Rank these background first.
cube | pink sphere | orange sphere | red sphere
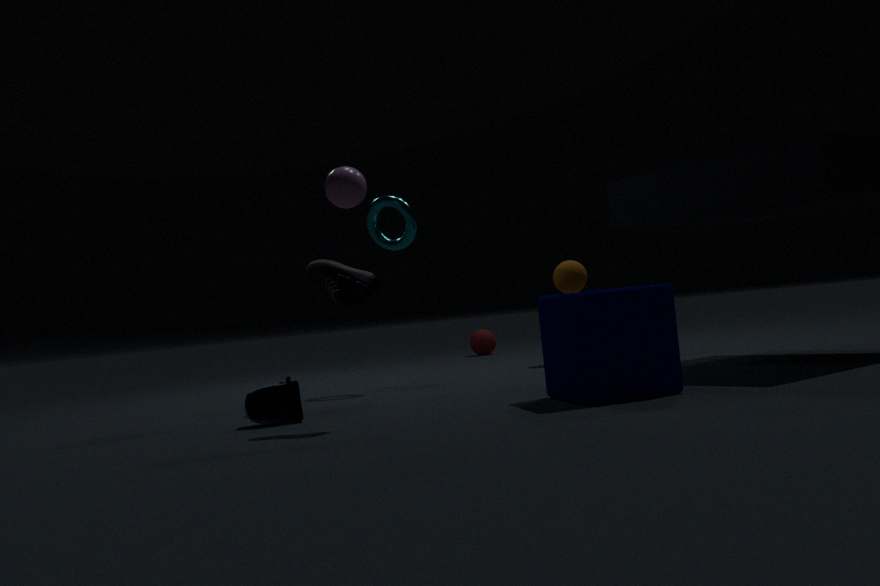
1. red sphere
2. orange sphere
3. pink sphere
4. cube
